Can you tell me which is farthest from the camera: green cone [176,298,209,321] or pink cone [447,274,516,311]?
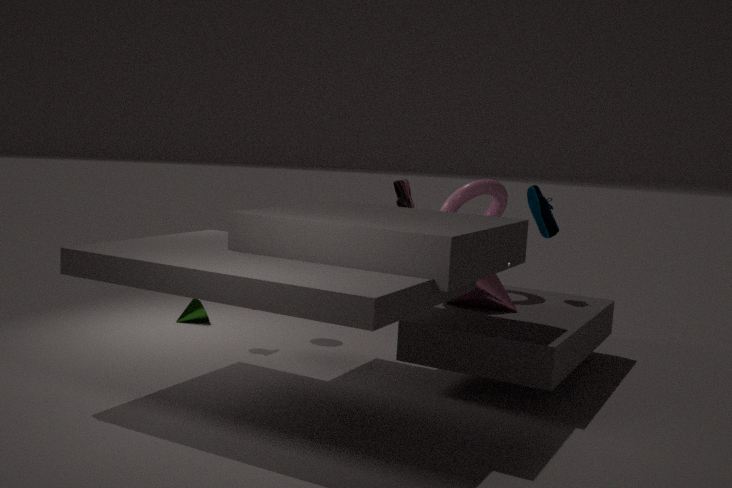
green cone [176,298,209,321]
